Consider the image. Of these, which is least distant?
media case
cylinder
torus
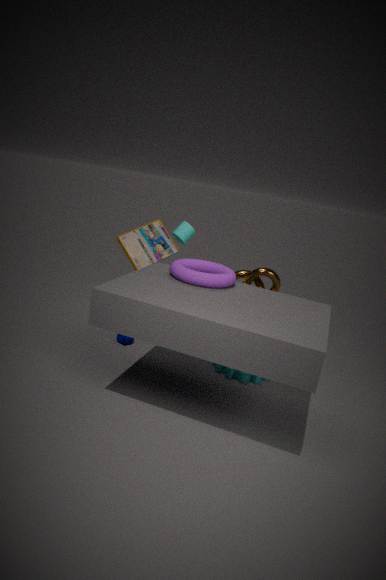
torus
